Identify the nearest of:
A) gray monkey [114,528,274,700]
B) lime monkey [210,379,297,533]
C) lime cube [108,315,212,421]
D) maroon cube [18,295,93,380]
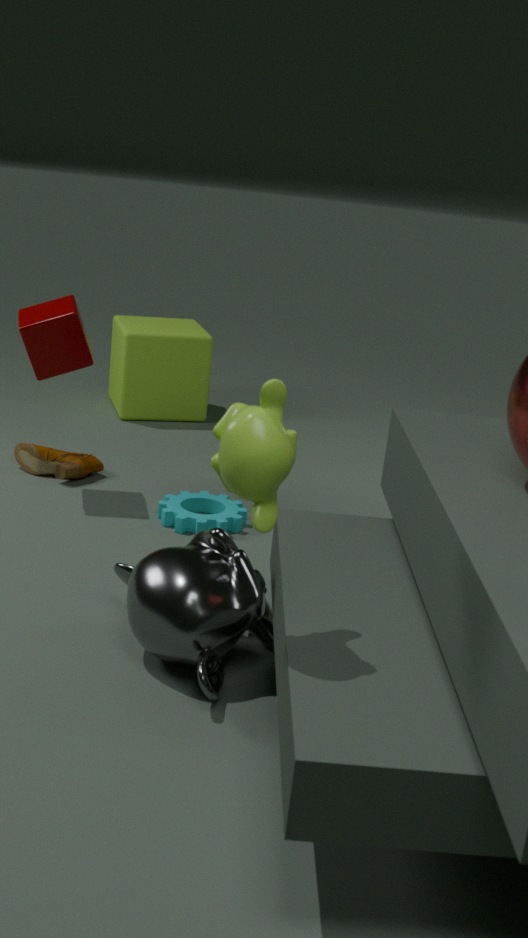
lime monkey [210,379,297,533]
